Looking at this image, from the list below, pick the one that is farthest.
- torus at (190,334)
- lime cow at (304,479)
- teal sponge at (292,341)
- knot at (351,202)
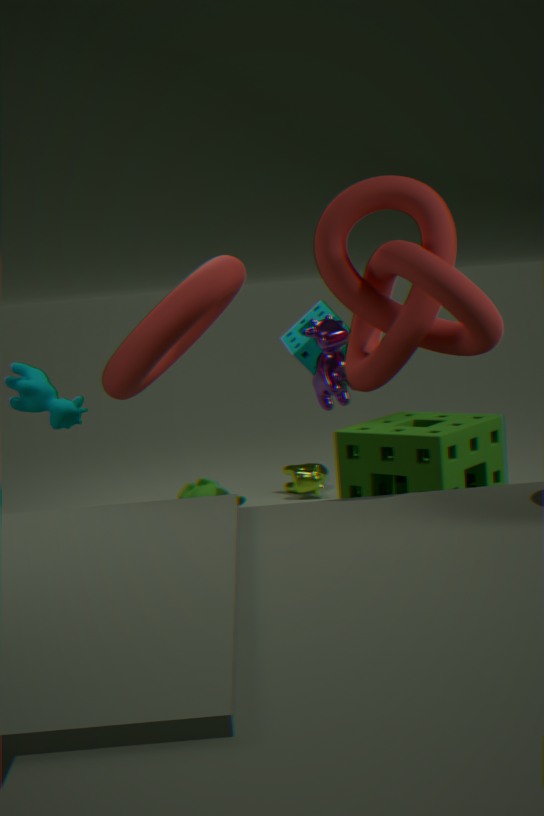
lime cow at (304,479)
